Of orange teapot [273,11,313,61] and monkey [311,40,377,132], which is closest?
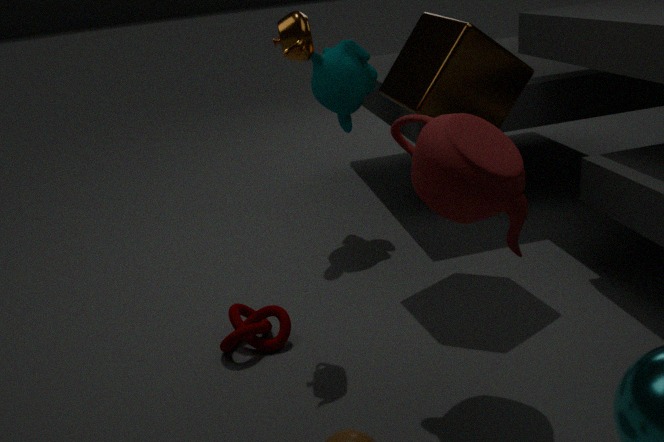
orange teapot [273,11,313,61]
